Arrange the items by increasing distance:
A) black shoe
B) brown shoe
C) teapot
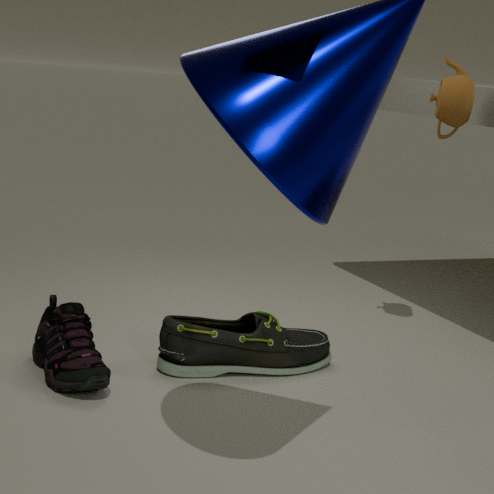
1. black shoe
2. brown shoe
3. teapot
